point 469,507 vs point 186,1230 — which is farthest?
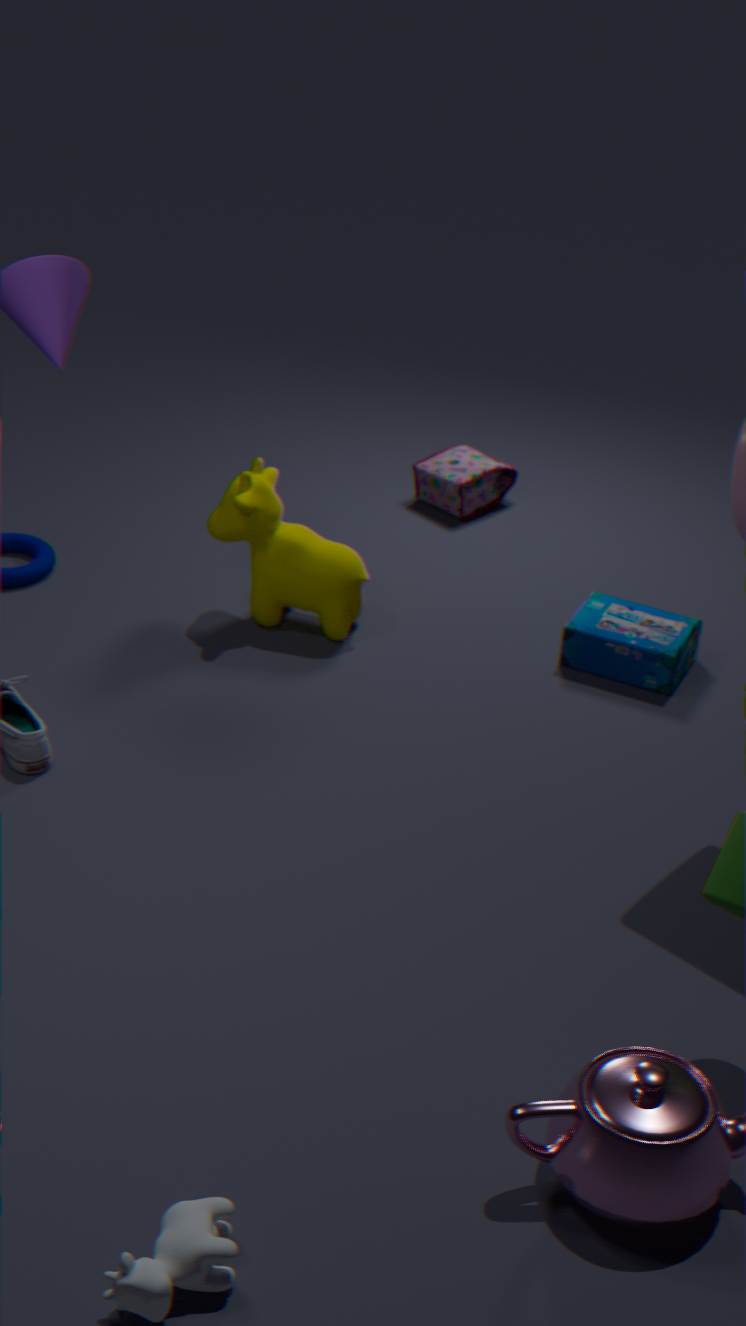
point 469,507
